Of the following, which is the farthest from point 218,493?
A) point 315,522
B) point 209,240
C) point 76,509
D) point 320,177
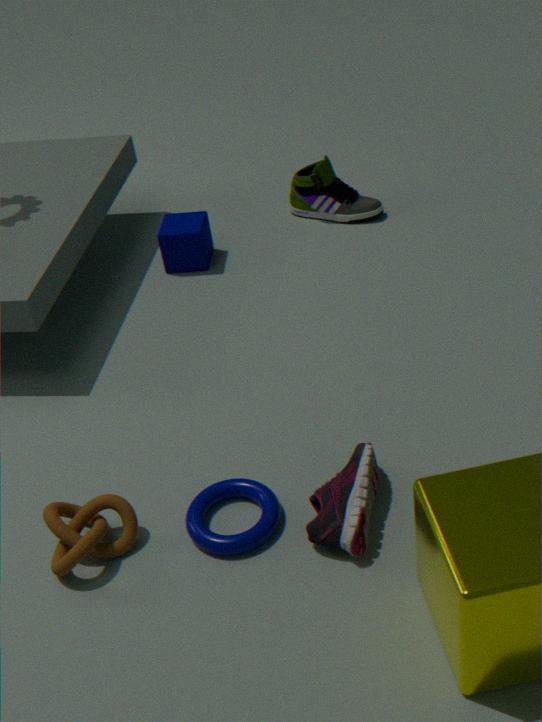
point 320,177
